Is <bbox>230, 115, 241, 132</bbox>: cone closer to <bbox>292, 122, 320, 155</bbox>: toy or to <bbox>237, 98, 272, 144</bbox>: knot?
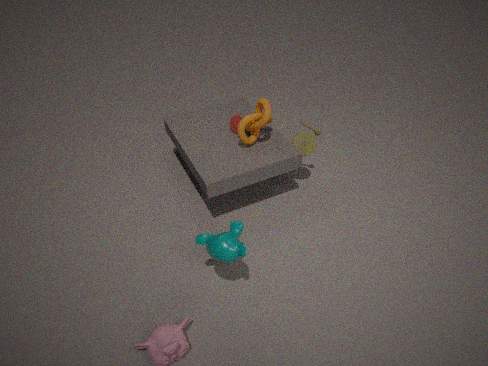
<bbox>237, 98, 272, 144</bbox>: knot
